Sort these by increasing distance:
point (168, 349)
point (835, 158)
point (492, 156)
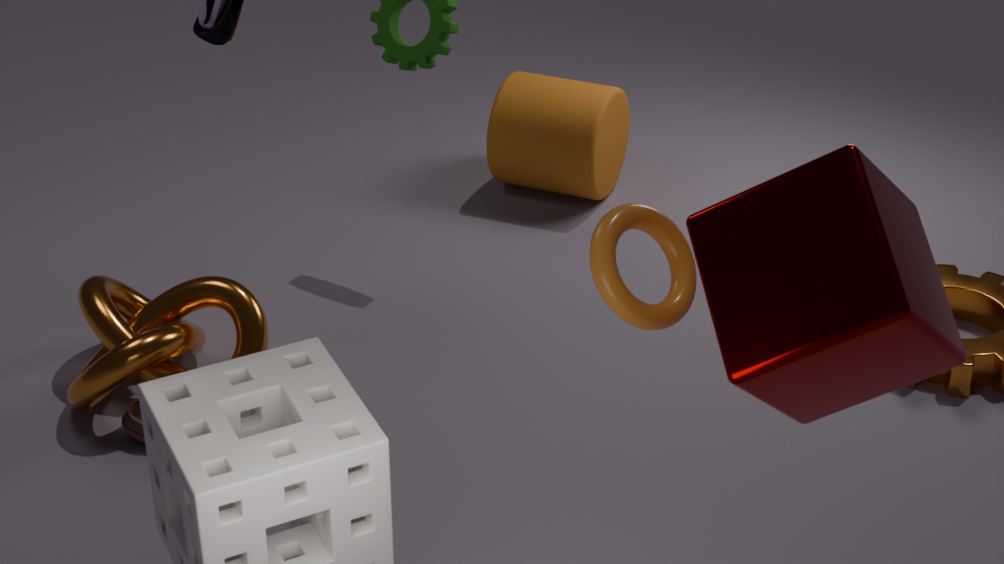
point (835, 158), point (168, 349), point (492, 156)
